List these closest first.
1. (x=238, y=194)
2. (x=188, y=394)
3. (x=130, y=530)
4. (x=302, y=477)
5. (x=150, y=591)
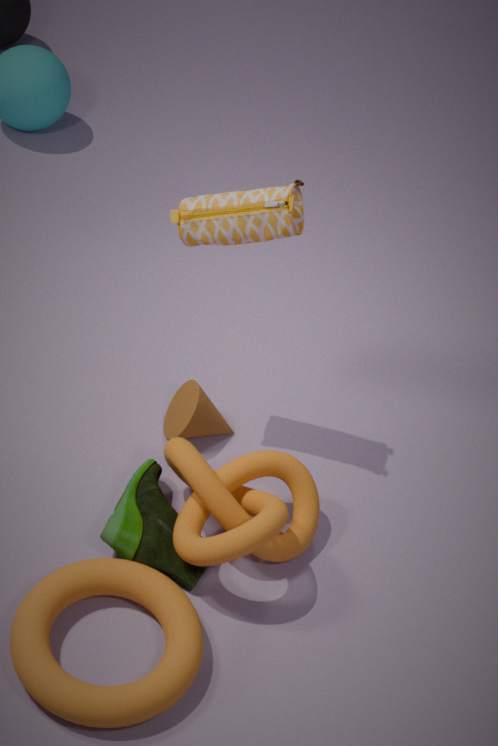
(x=150, y=591) → (x=130, y=530) → (x=238, y=194) → (x=302, y=477) → (x=188, y=394)
